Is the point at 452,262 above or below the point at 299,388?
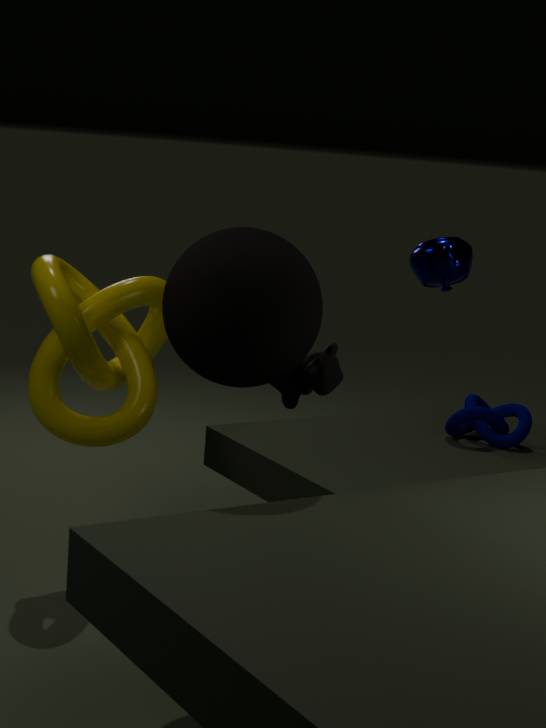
above
